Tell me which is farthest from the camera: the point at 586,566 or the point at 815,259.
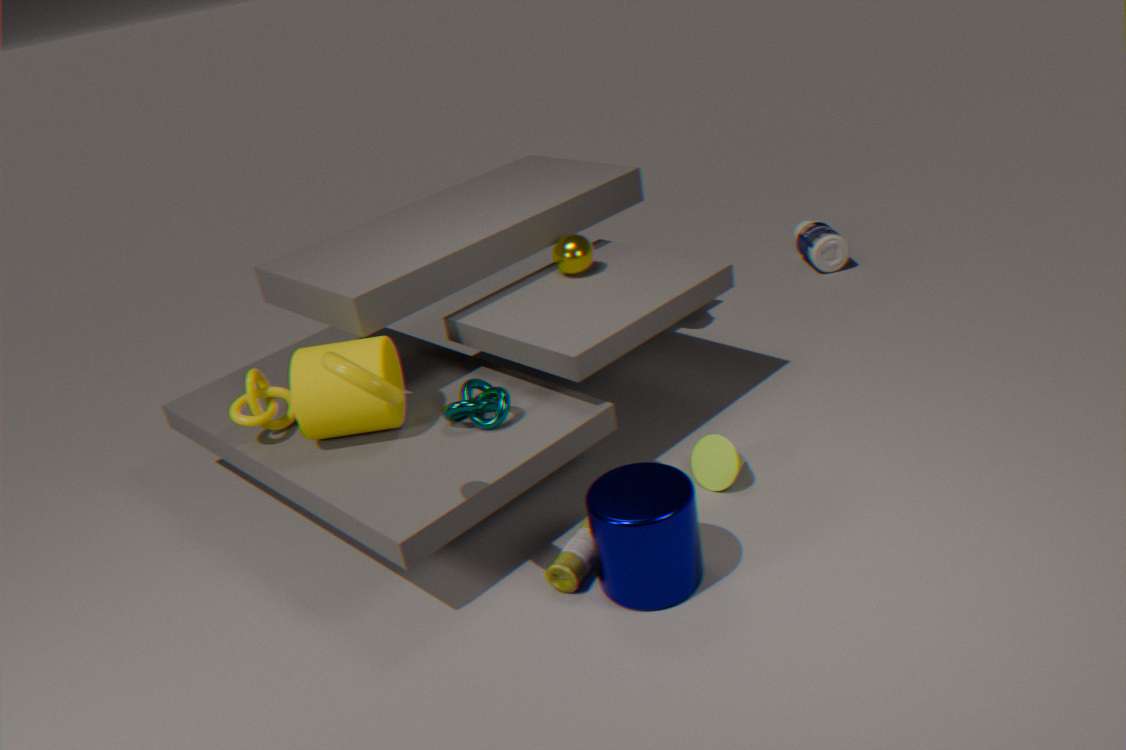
the point at 815,259
